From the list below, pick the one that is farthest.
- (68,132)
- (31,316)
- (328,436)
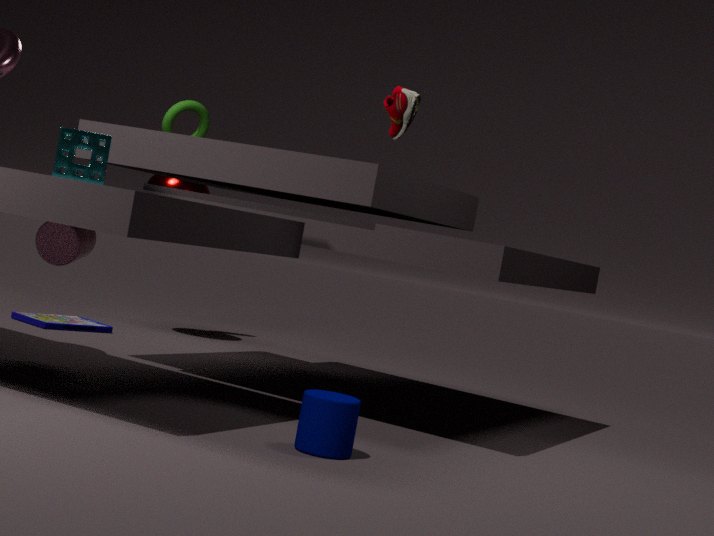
(31,316)
